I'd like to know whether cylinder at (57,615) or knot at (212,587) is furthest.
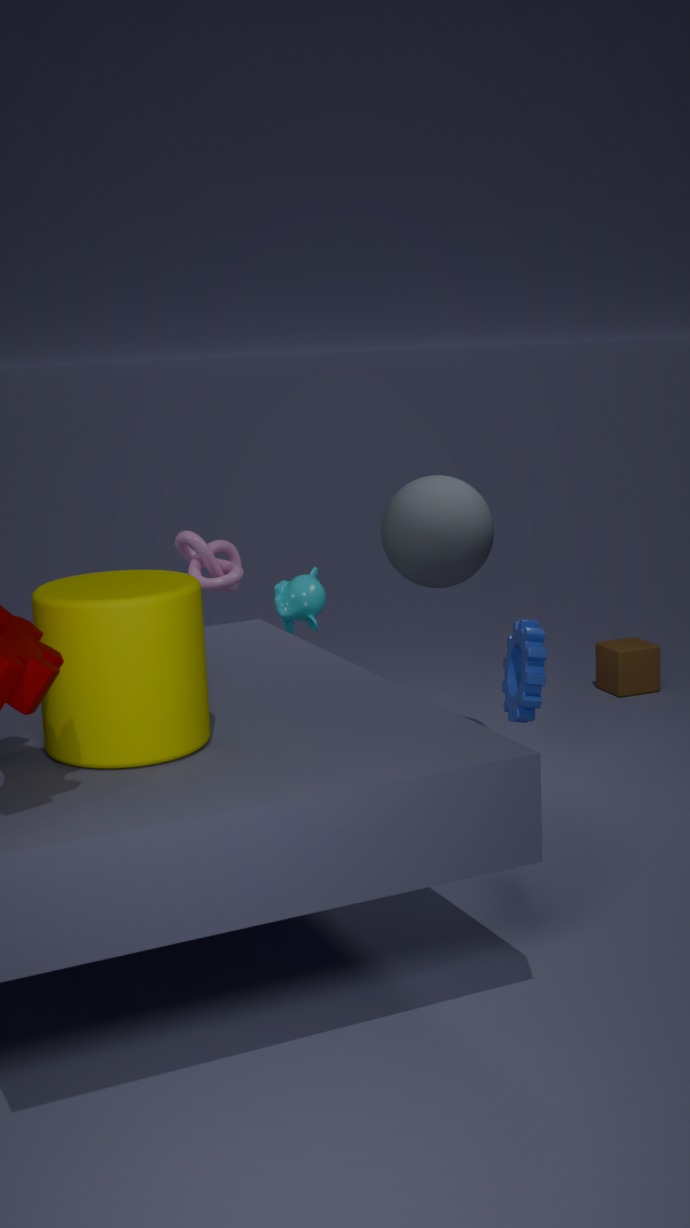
knot at (212,587)
